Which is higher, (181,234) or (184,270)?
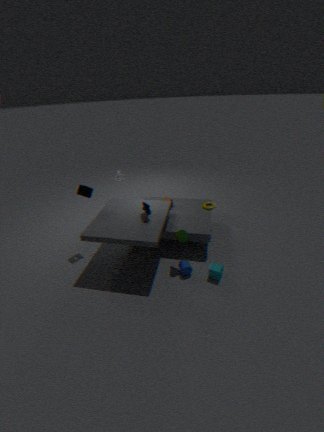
(181,234)
